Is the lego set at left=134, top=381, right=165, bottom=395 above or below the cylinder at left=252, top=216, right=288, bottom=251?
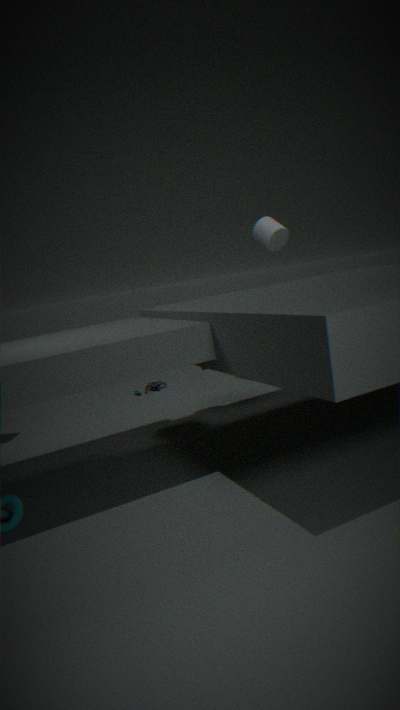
below
